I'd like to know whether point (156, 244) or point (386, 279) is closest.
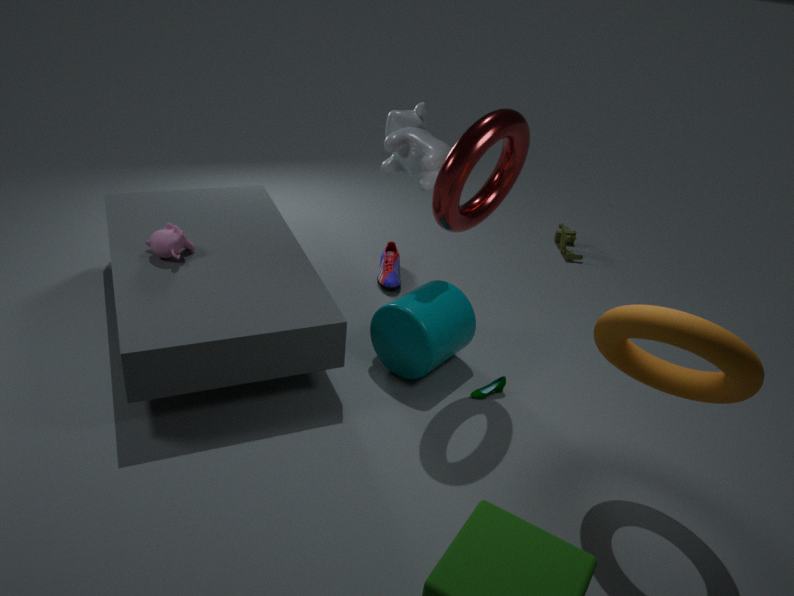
point (156, 244)
